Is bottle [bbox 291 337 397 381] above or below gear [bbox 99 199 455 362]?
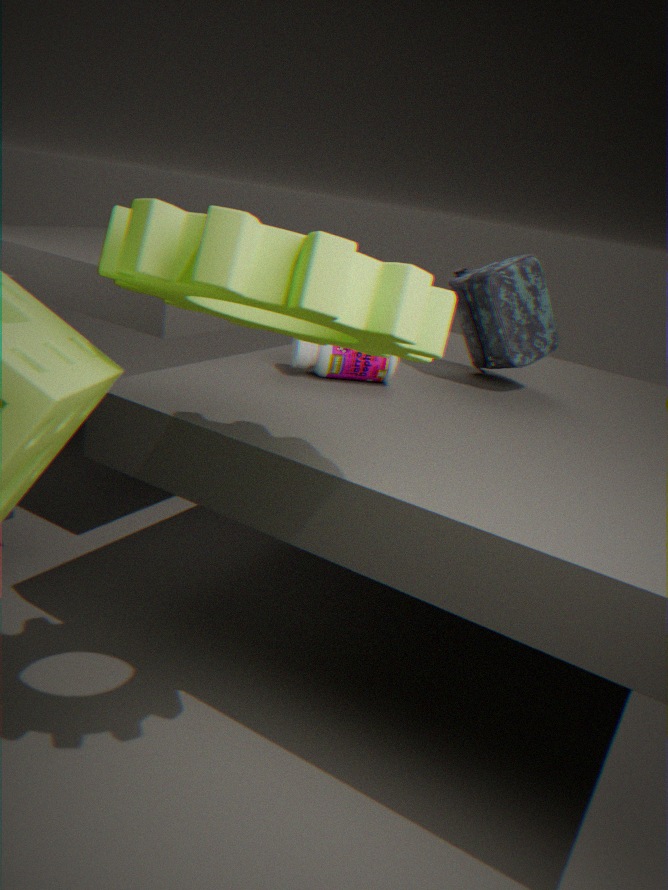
below
